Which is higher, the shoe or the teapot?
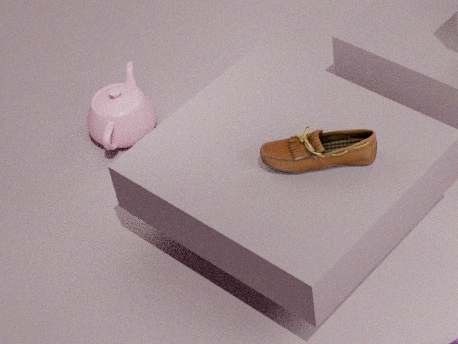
the shoe
